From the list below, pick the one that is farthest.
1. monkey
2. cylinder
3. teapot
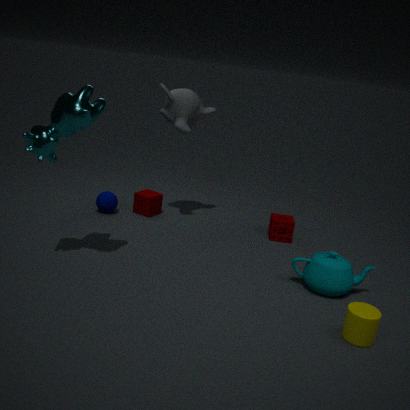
monkey
